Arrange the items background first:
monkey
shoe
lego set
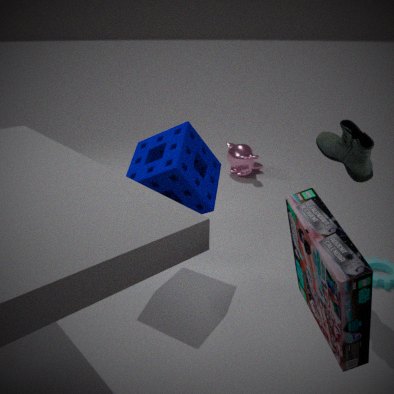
monkey < shoe < lego set
